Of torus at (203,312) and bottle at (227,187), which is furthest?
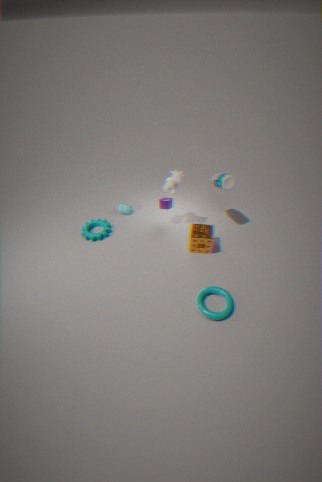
bottle at (227,187)
